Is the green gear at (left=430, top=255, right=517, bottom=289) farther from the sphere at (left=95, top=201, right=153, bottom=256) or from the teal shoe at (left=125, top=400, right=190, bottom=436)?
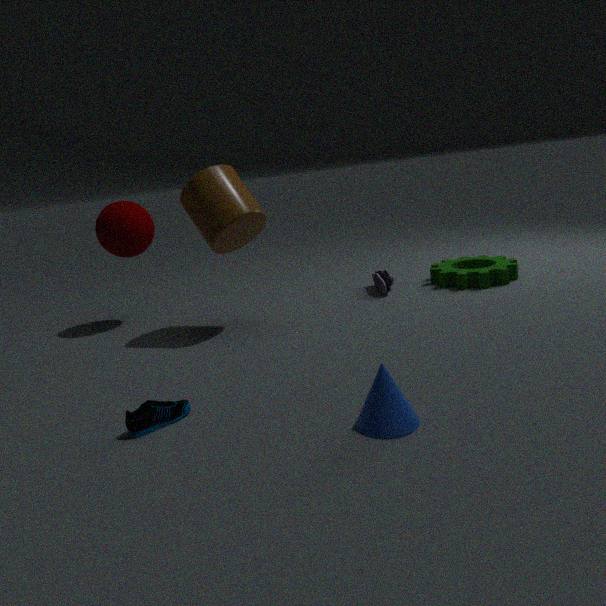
the teal shoe at (left=125, top=400, right=190, bottom=436)
